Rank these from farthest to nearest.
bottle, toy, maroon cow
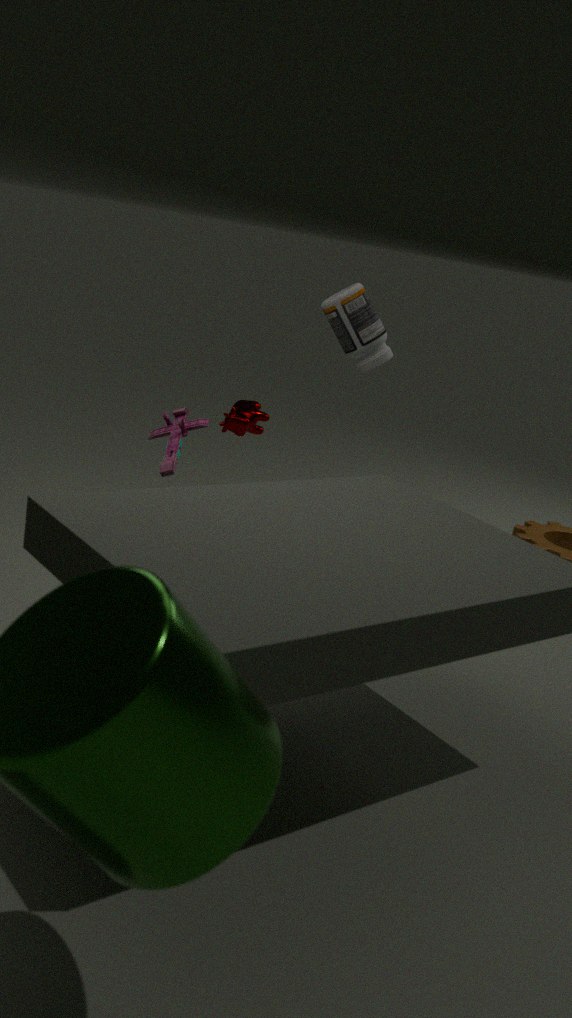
maroon cow, bottle, toy
